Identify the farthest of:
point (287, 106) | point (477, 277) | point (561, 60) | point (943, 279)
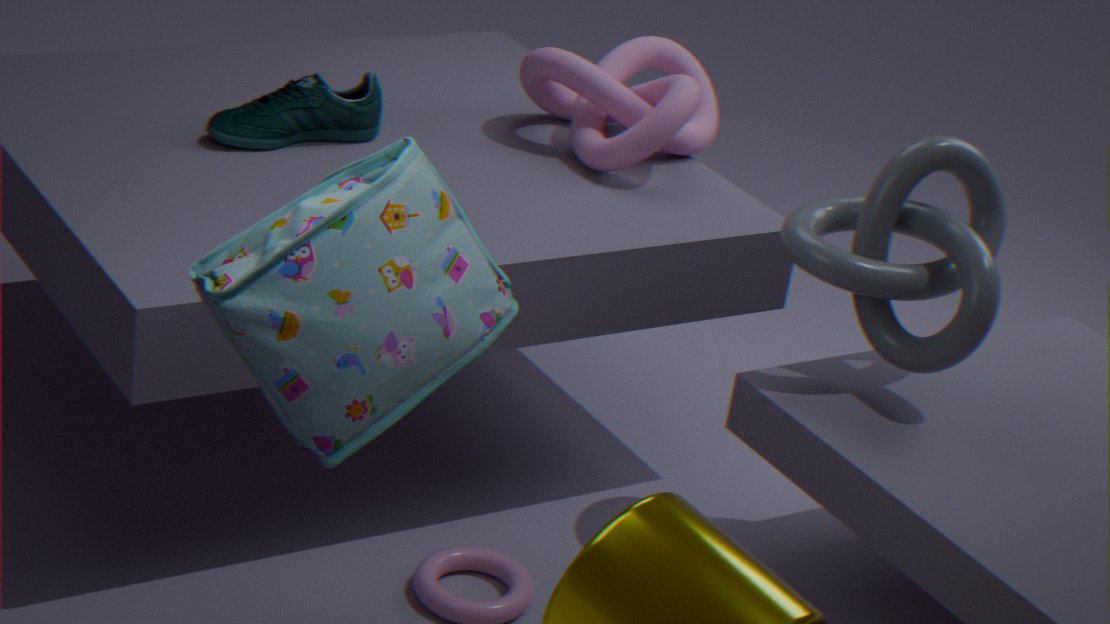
point (561, 60)
